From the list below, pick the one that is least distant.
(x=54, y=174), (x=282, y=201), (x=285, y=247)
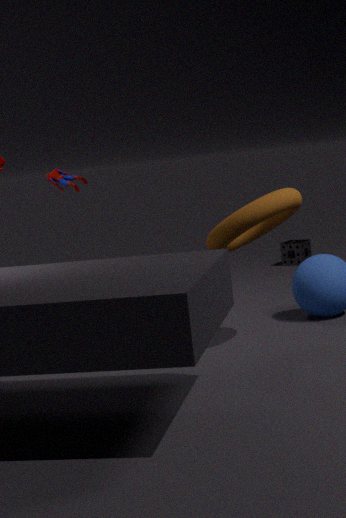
(x=282, y=201)
